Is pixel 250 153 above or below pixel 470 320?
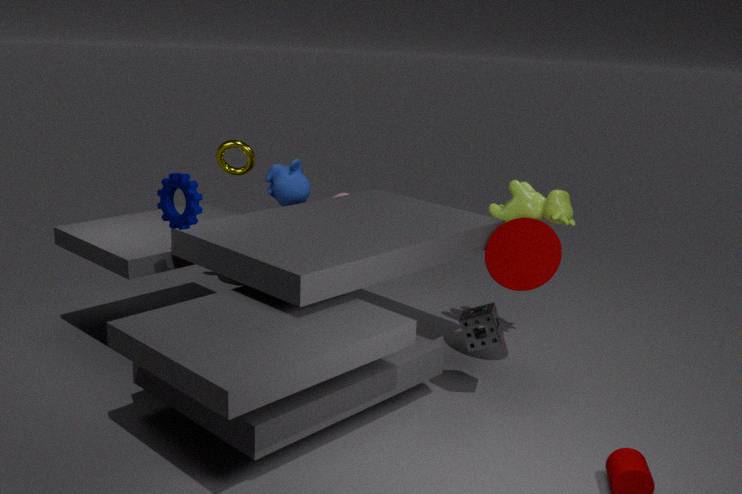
above
